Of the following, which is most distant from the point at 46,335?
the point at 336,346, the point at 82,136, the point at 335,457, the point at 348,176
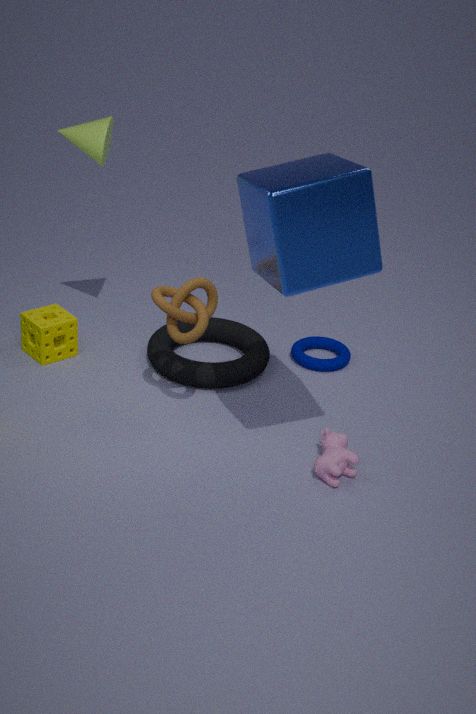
the point at 348,176
